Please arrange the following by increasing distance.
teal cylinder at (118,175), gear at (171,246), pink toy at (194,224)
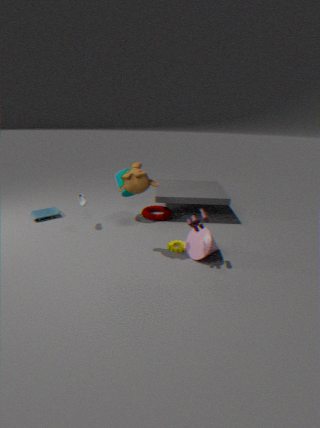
pink toy at (194,224) < gear at (171,246) < teal cylinder at (118,175)
